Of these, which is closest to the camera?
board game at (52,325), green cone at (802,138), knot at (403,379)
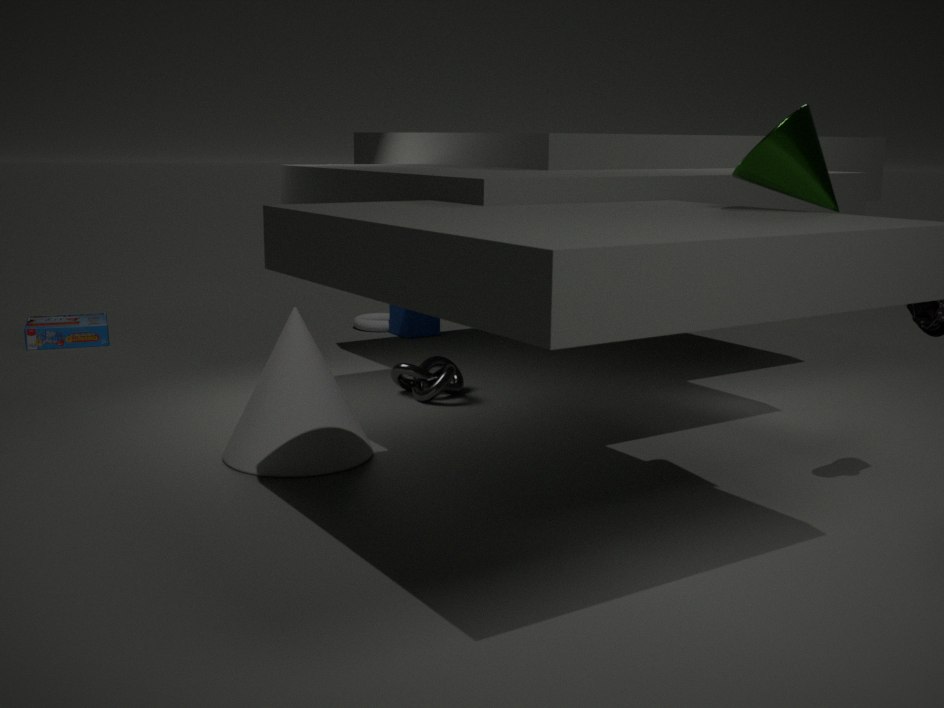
green cone at (802,138)
